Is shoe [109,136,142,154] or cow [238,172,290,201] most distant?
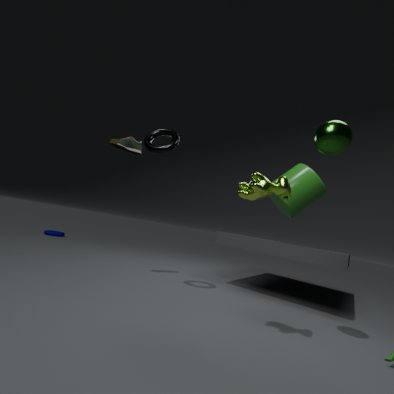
shoe [109,136,142,154]
